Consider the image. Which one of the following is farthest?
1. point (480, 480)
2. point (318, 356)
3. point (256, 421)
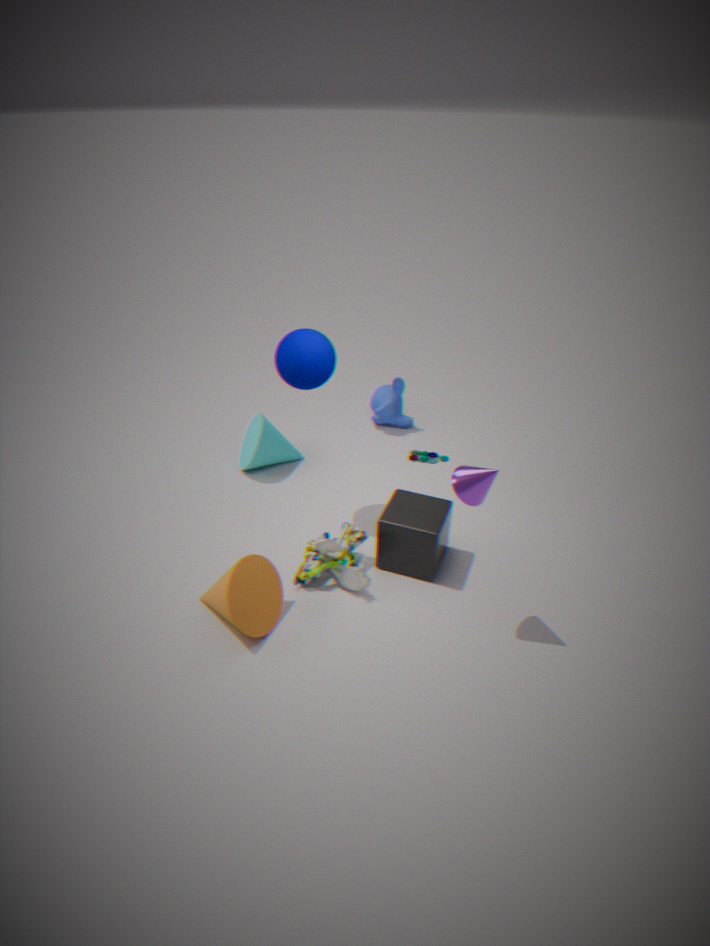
point (256, 421)
